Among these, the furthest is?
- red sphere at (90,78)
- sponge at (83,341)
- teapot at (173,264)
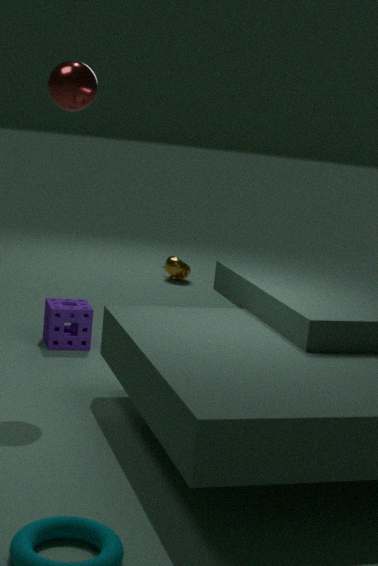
teapot at (173,264)
